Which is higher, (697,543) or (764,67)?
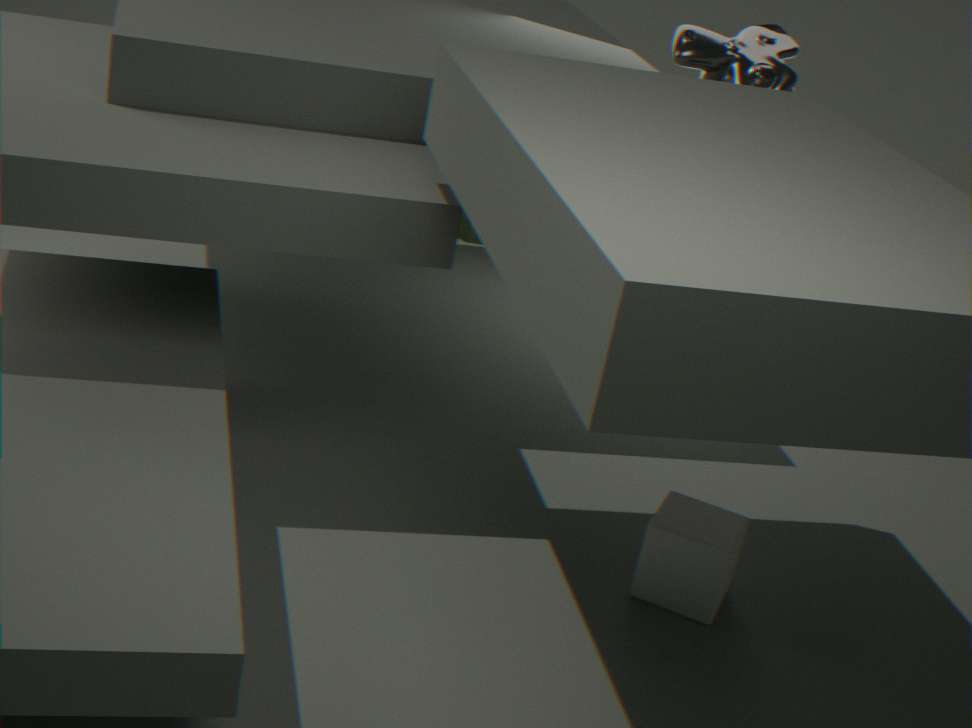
(764,67)
